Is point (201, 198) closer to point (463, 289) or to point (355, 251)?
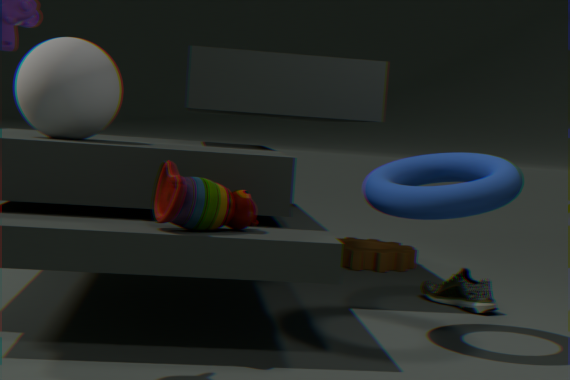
point (463, 289)
